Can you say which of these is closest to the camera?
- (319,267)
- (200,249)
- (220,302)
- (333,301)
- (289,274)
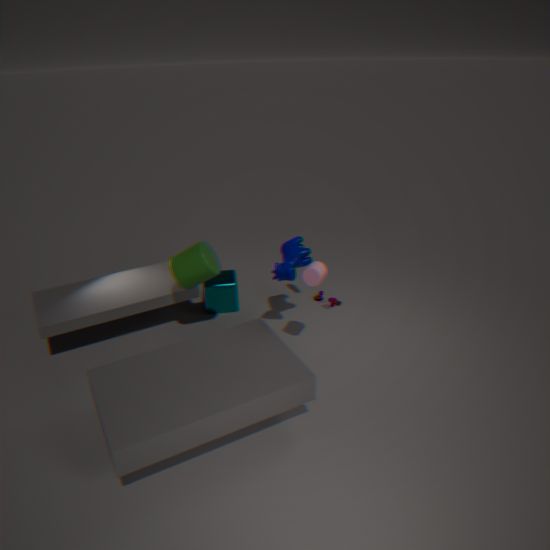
(319,267)
